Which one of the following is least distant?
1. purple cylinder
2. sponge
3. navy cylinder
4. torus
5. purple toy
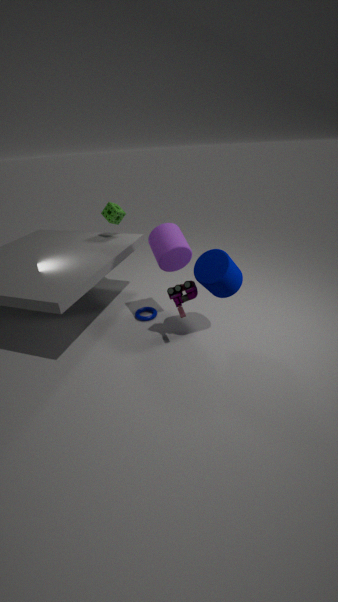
navy cylinder
